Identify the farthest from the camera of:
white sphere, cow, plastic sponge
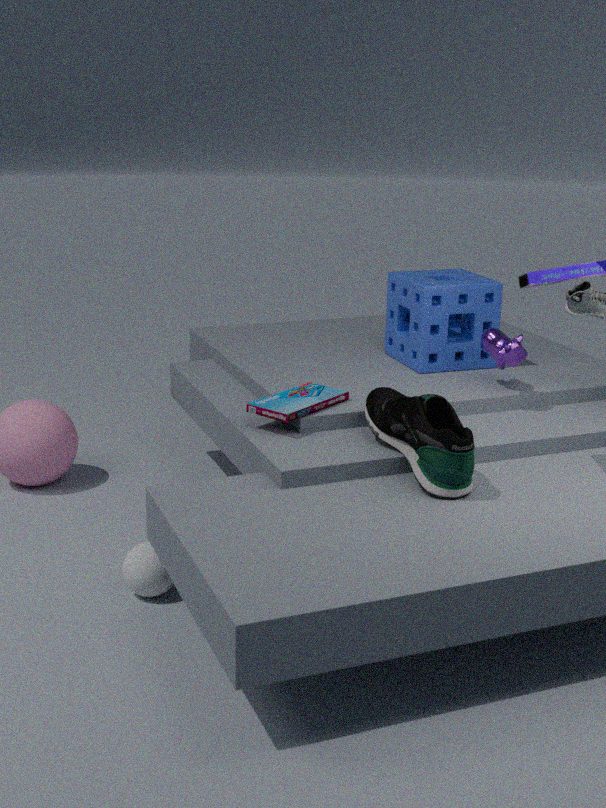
plastic sponge
